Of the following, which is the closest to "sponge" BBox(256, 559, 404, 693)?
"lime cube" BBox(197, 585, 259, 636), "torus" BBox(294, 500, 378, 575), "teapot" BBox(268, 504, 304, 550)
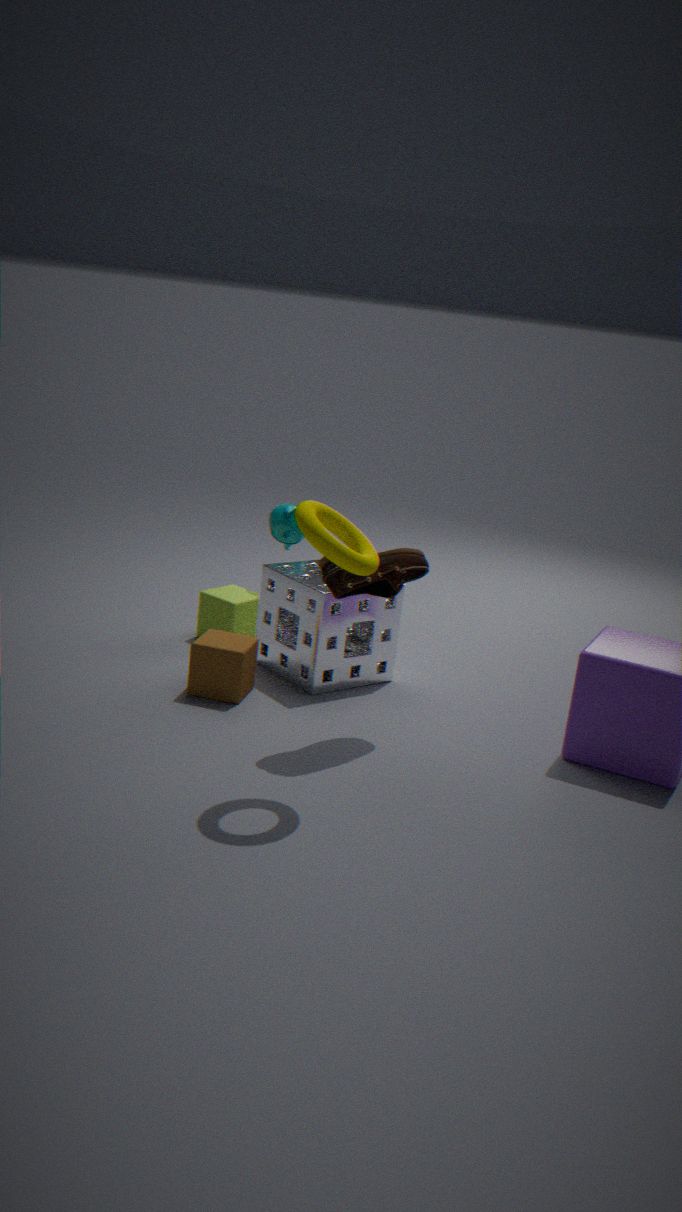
"lime cube" BBox(197, 585, 259, 636)
